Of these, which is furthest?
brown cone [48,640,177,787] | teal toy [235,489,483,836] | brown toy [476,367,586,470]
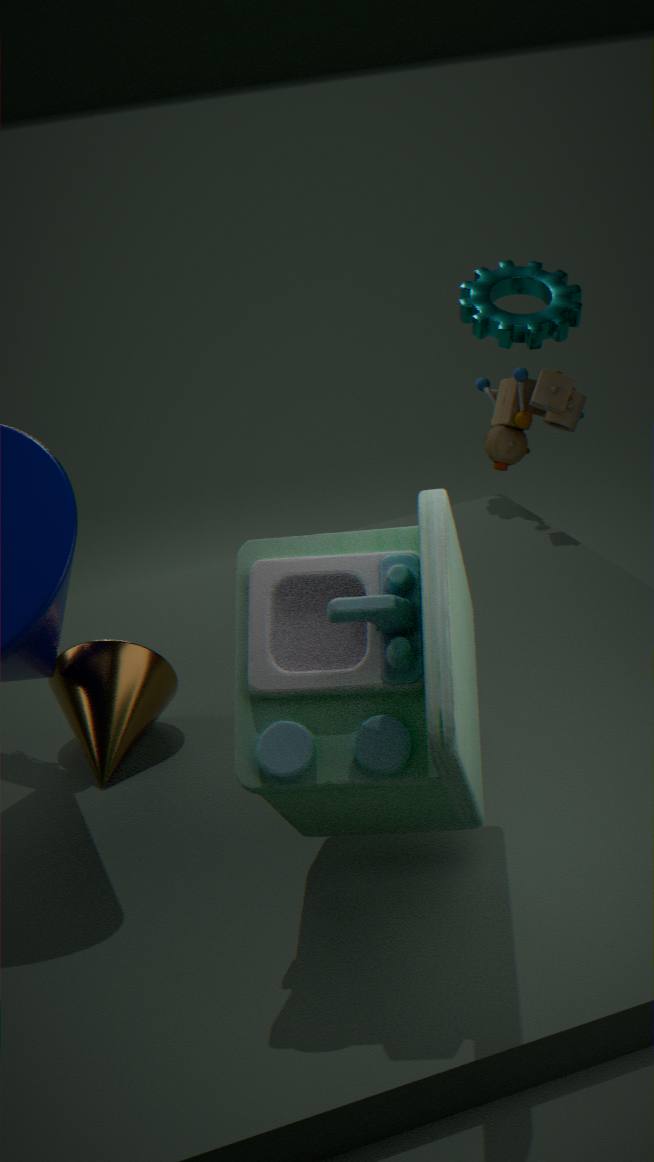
brown toy [476,367,586,470]
